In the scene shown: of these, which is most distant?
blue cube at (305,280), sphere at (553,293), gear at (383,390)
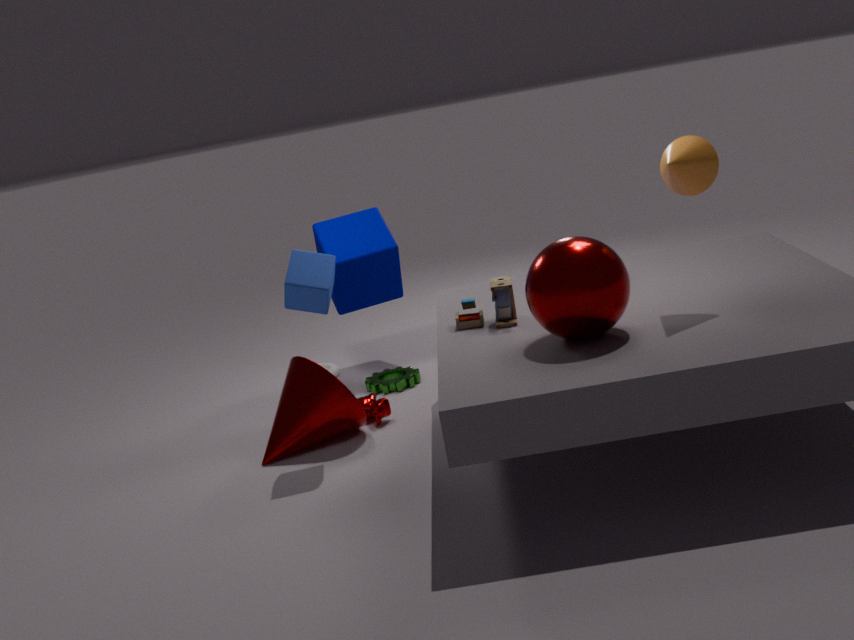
gear at (383,390)
